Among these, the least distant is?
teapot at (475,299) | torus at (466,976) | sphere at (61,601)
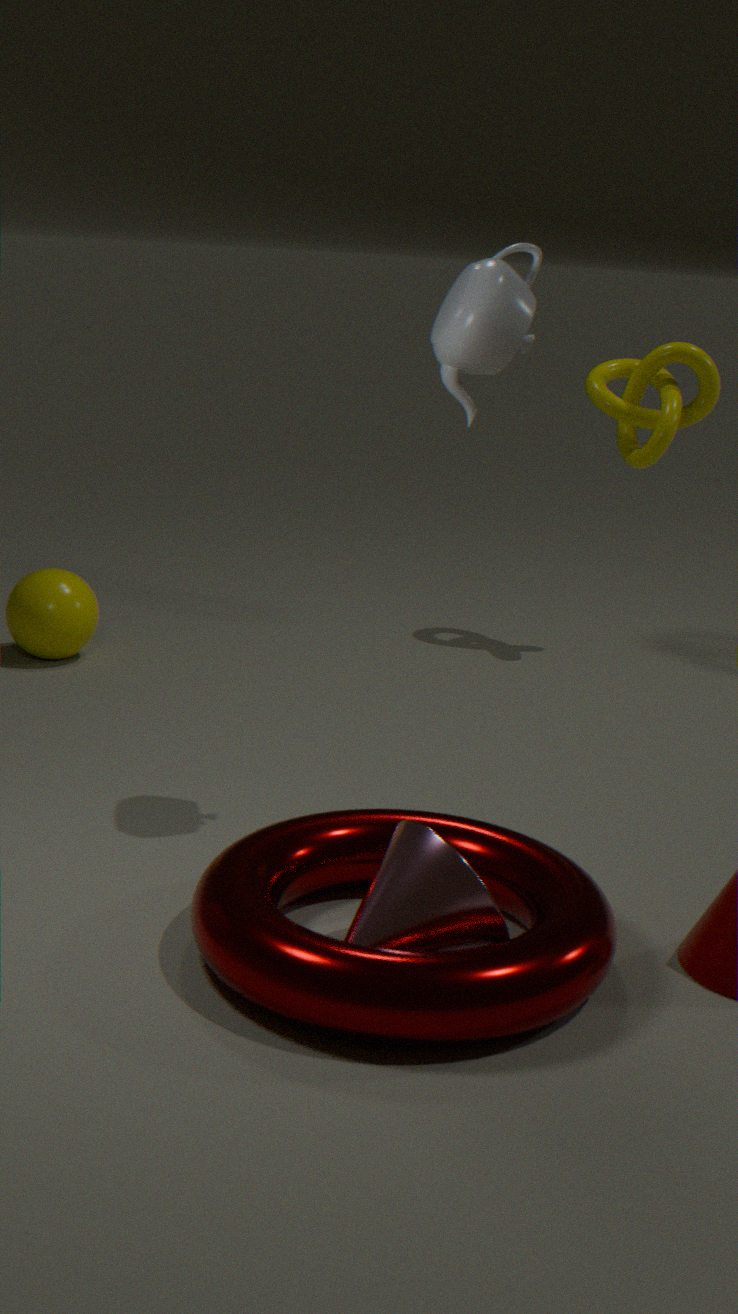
torus at (466,976)
